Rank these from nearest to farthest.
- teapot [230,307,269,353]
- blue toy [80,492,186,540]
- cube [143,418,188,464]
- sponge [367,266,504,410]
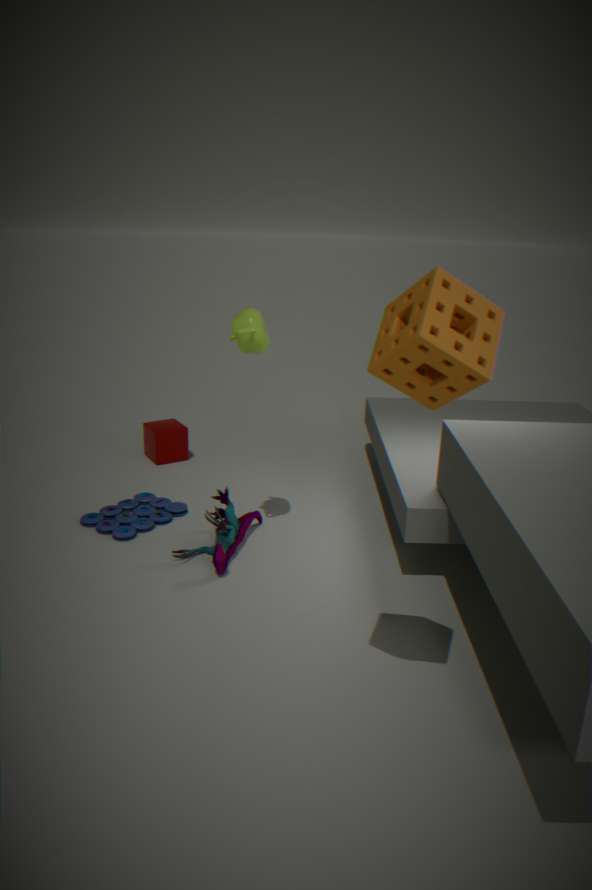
sponge [367,266,504,410] → teapot [230,307,269,353] → blue toy [80,492,186,540] → cube [143,418,188,464]
